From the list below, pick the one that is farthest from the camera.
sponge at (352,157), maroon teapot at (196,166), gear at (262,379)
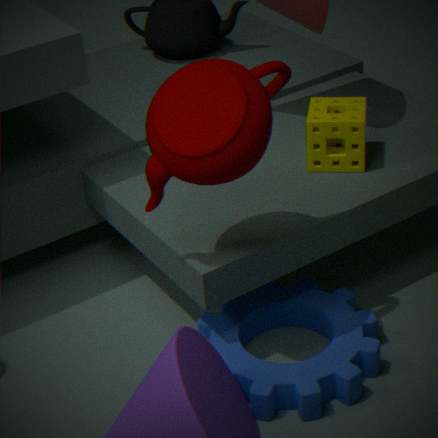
sponge at (352,157)
